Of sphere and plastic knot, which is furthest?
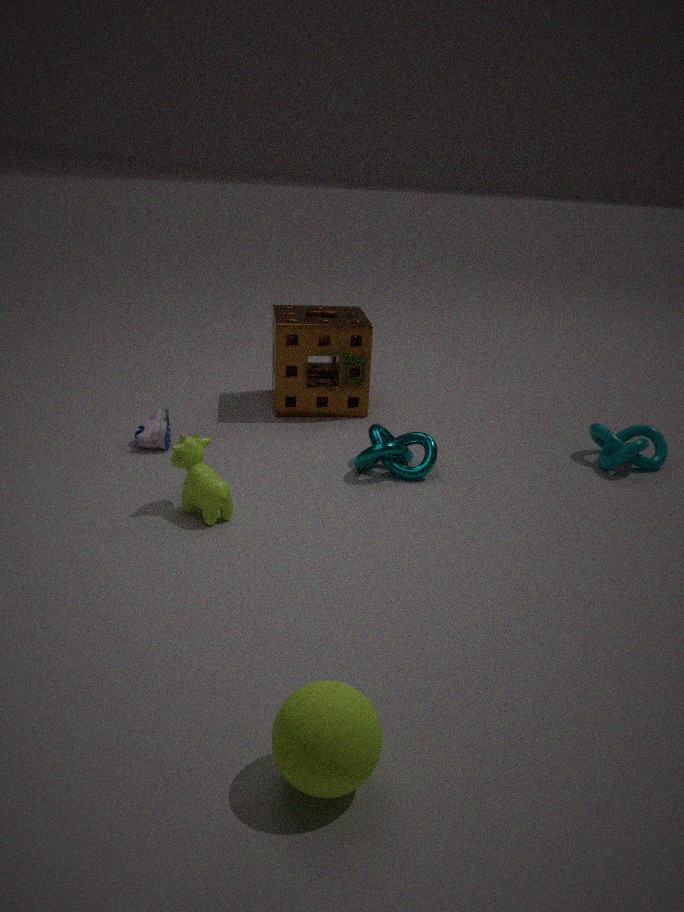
plastic knot
